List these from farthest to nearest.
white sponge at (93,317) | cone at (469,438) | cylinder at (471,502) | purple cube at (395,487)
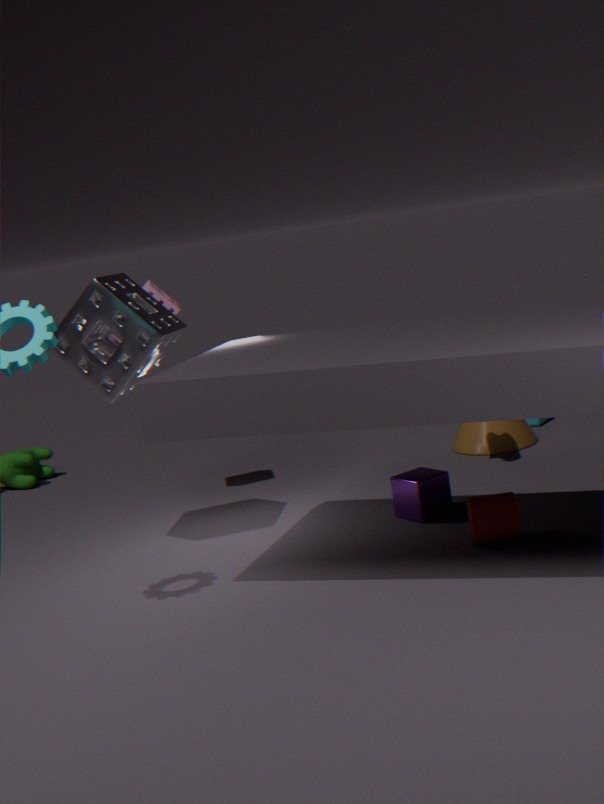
cone at (469,438) < purple cube at (395,487) < white sponge at (93,317) < cylinder at (471,502)
